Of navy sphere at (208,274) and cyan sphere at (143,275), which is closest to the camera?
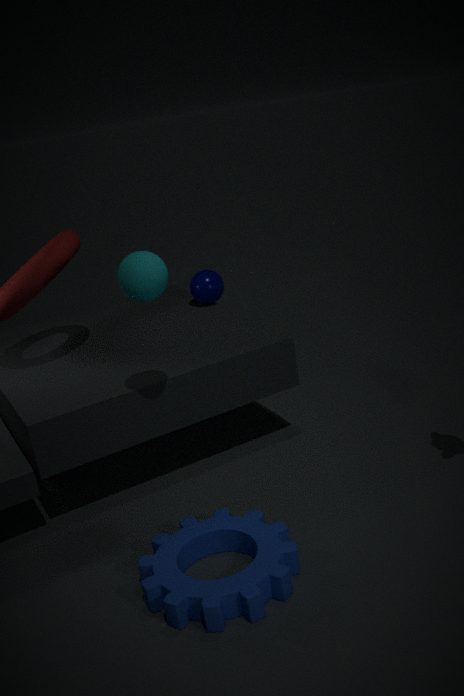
cyan sphere at (143,275)
